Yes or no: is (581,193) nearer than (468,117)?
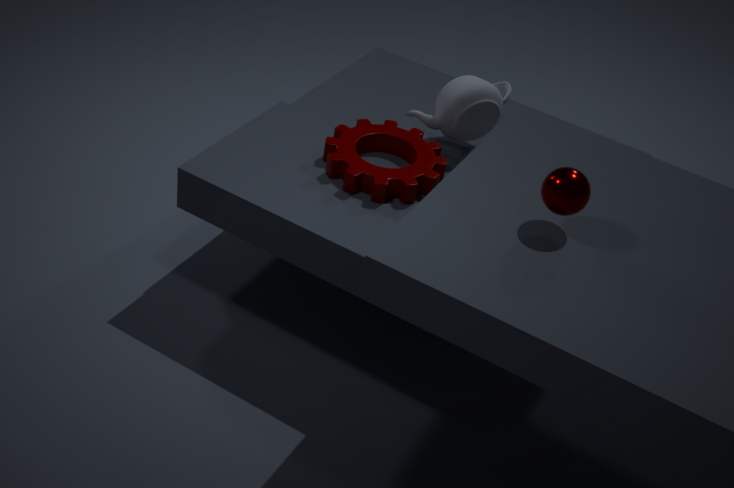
Yes
